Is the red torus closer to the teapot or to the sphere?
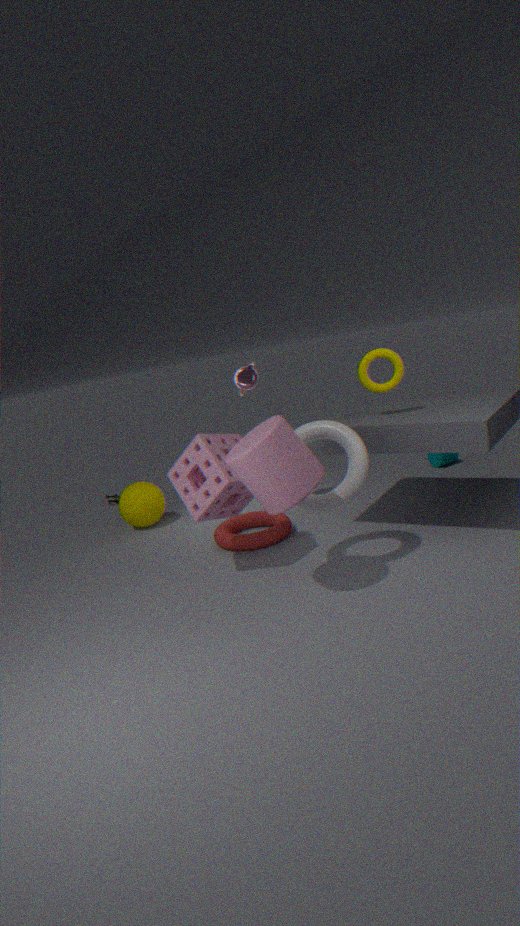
the sphere
